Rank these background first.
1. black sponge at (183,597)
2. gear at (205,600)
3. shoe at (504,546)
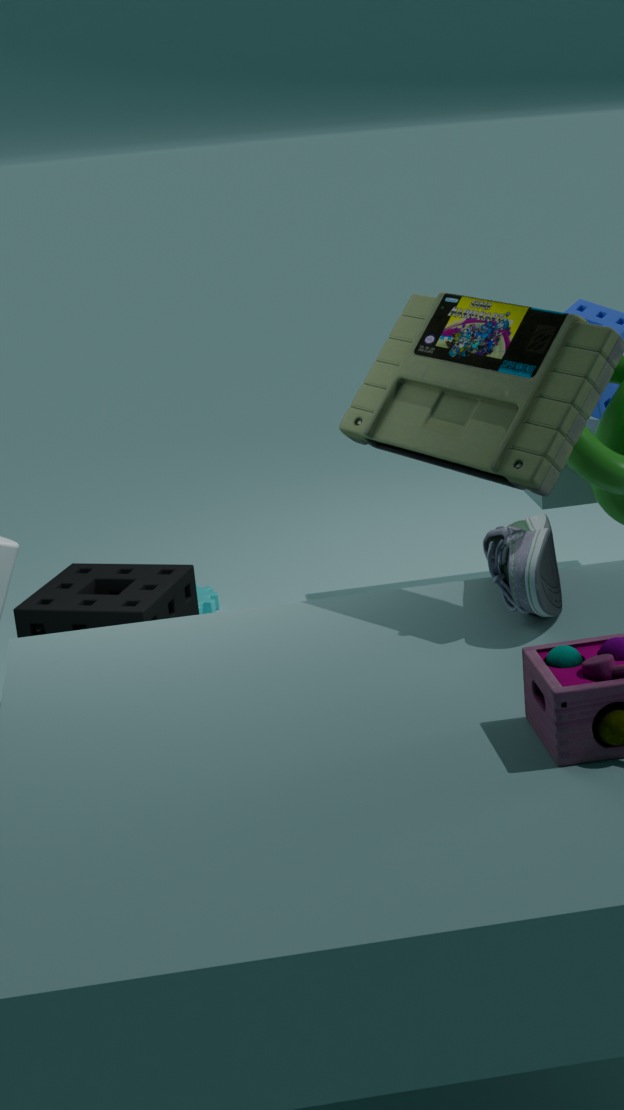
gear at (205,600) < black sponge at (183,597) < shoe at (504,546)
